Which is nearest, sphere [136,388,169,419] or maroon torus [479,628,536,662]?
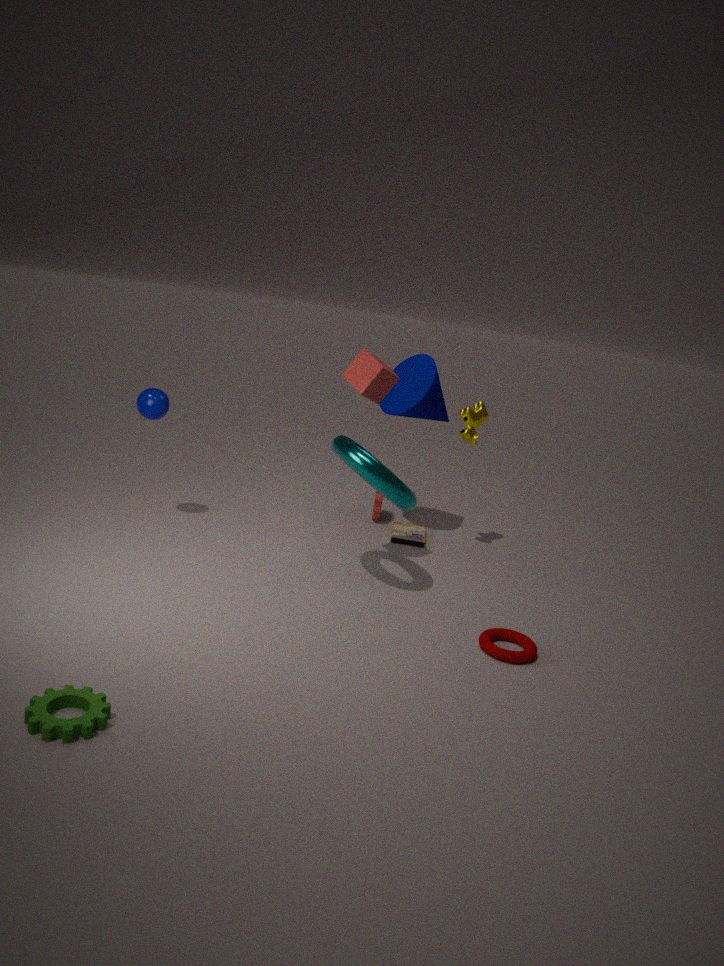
maroon torus [479,628,536,662]
